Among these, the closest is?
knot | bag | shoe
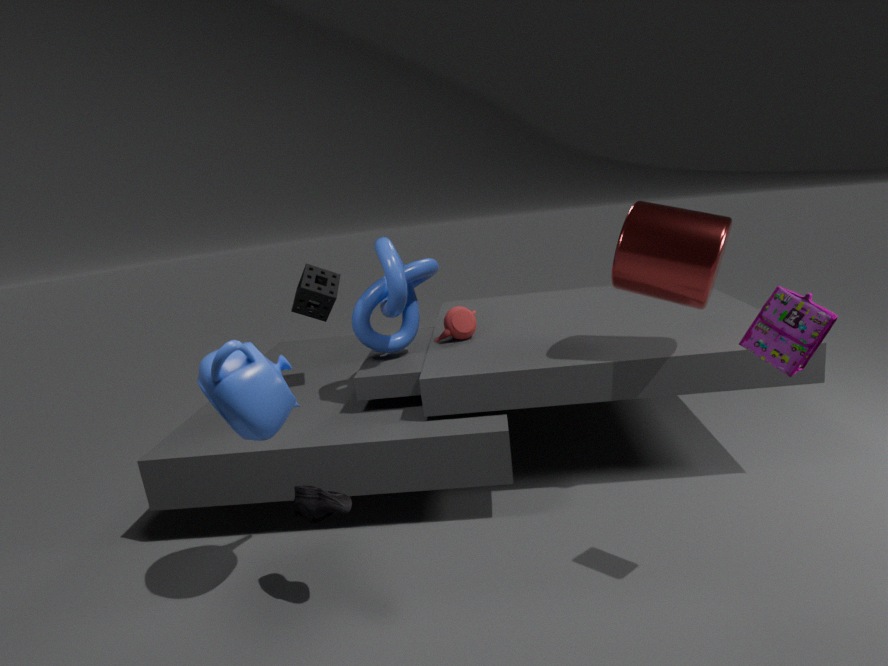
bag
